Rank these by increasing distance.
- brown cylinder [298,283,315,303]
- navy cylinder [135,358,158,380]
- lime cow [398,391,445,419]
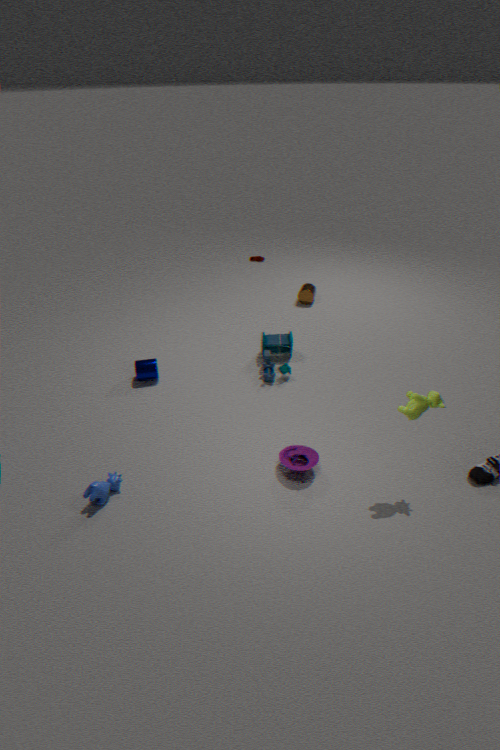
lime cow [398,391,445,419] < navy cylinder [135,358,158,380] < brown cylinder [298,283,315,303]
